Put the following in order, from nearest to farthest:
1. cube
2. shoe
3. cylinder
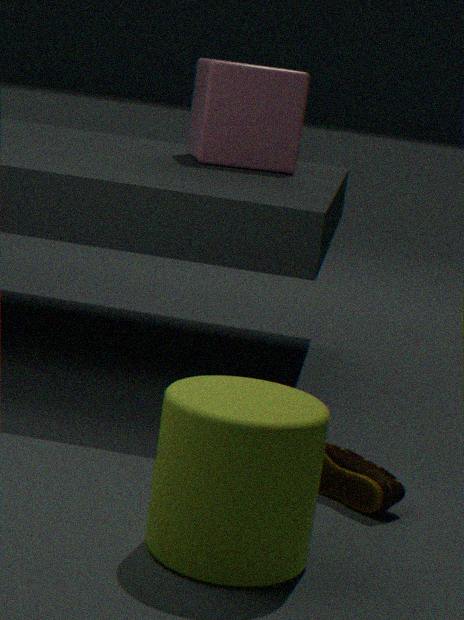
cylinder → shoe → cube
